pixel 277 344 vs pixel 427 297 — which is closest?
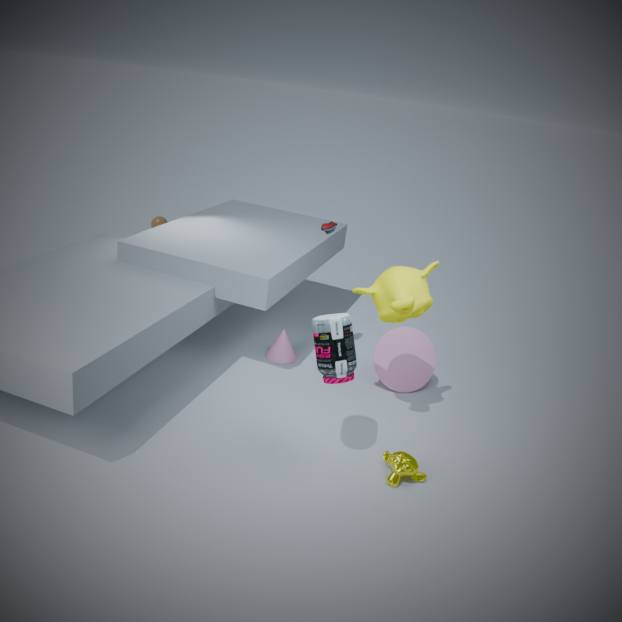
pixel 427 297
